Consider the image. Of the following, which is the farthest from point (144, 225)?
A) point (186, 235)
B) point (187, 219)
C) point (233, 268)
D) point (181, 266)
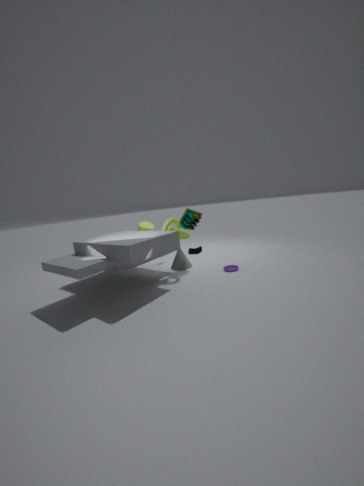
point (233, 268)
